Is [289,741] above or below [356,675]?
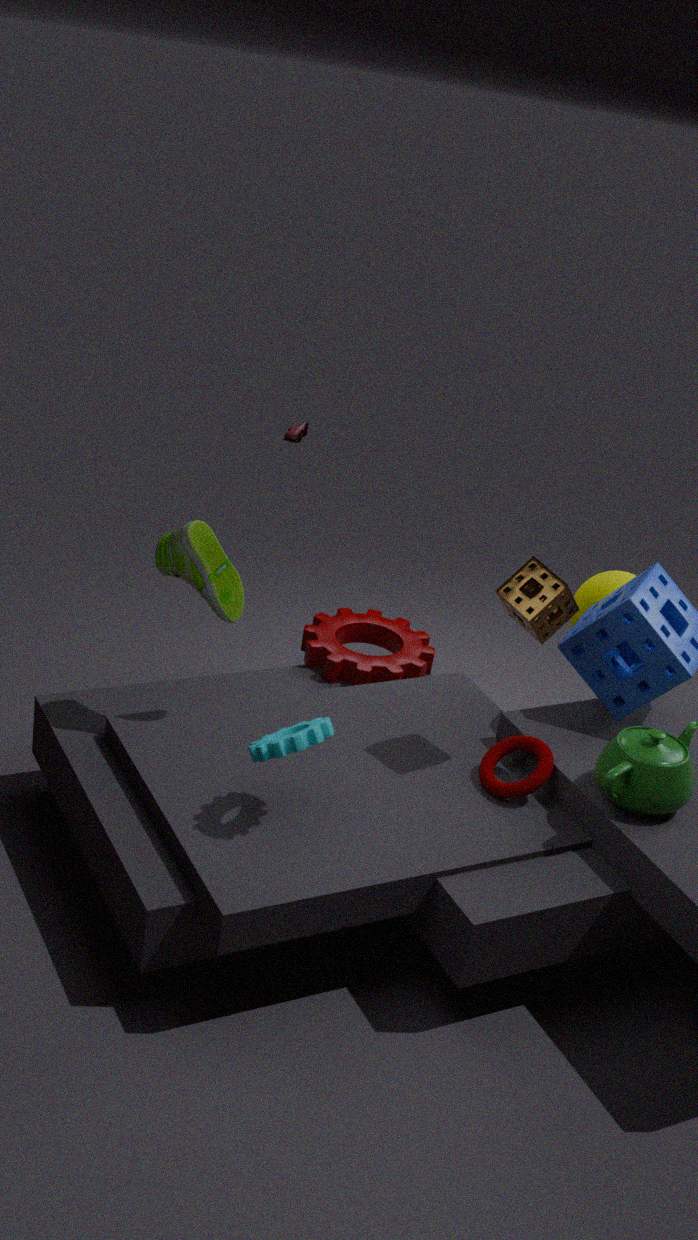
above
